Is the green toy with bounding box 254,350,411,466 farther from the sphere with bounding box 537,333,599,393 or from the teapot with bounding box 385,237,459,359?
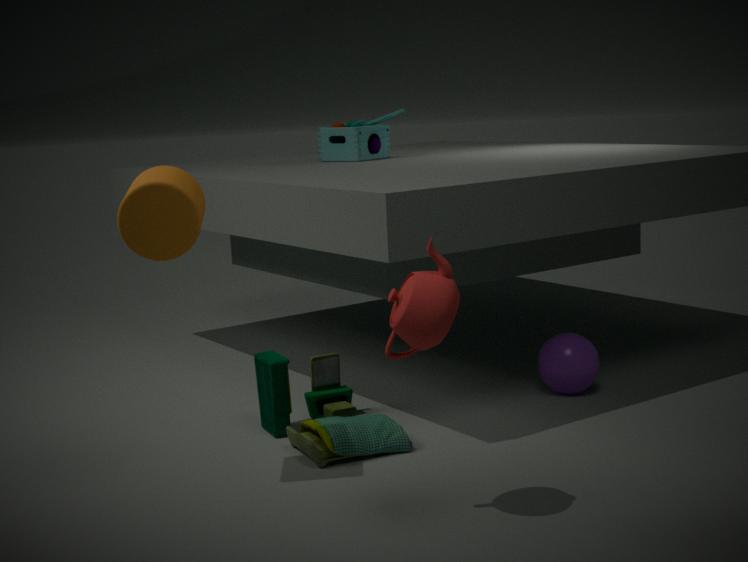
the sphere with bounding box 537,333,599,393
